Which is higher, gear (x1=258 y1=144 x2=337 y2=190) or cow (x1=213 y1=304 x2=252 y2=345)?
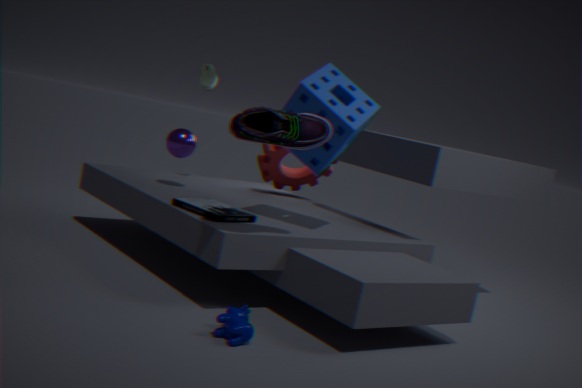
gear (x1=258 y1=144 x2=337 y2=190)
